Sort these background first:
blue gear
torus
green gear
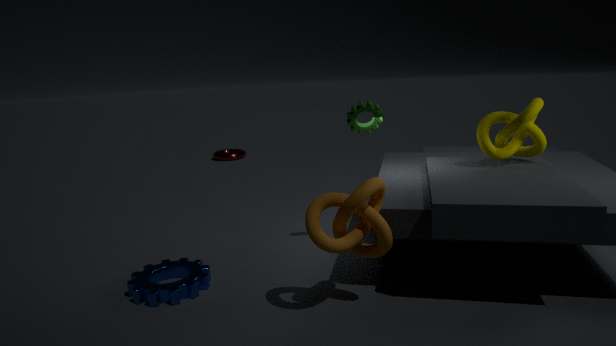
torus → green gear → blue gear
